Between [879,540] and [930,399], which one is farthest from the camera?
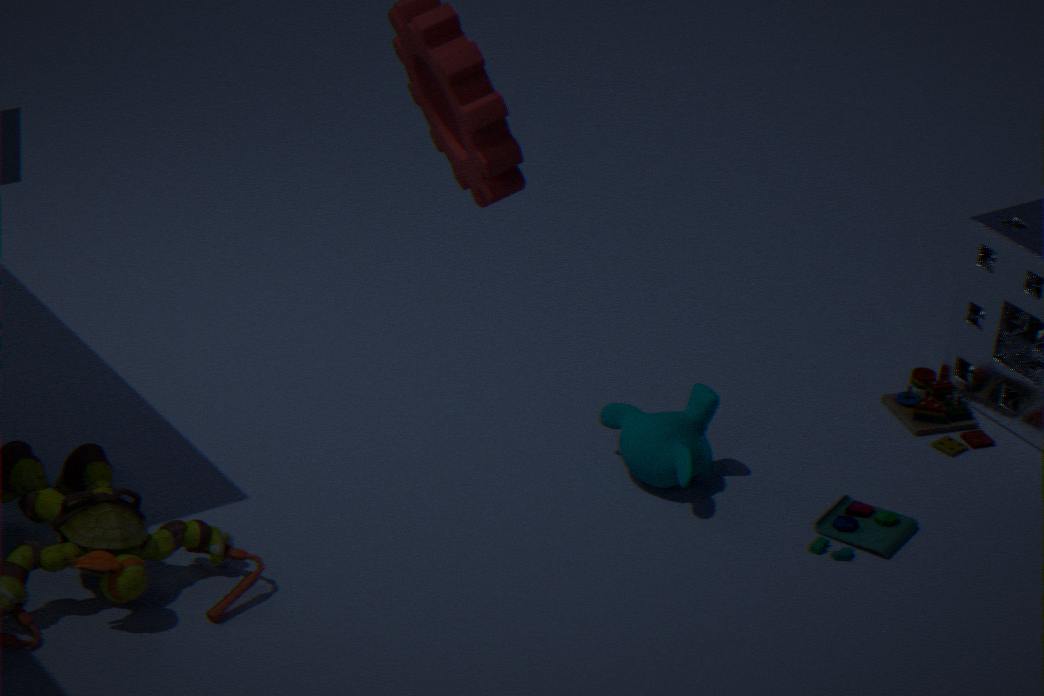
[930,399]
